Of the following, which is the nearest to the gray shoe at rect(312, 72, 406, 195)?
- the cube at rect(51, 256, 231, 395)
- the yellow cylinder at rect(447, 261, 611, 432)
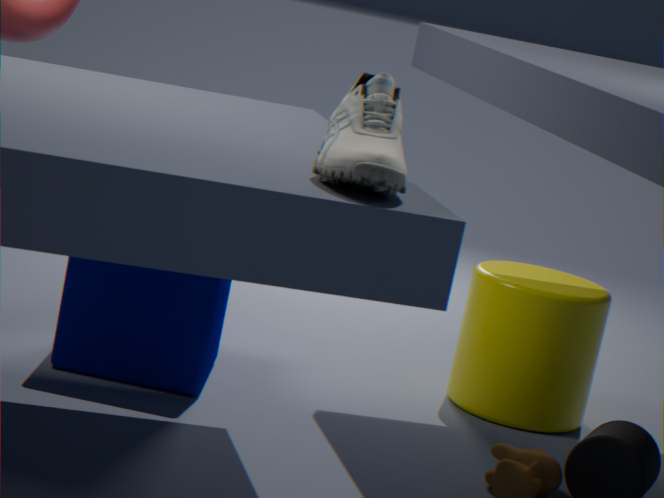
the cube at rect(51, 256, 231, 395)
